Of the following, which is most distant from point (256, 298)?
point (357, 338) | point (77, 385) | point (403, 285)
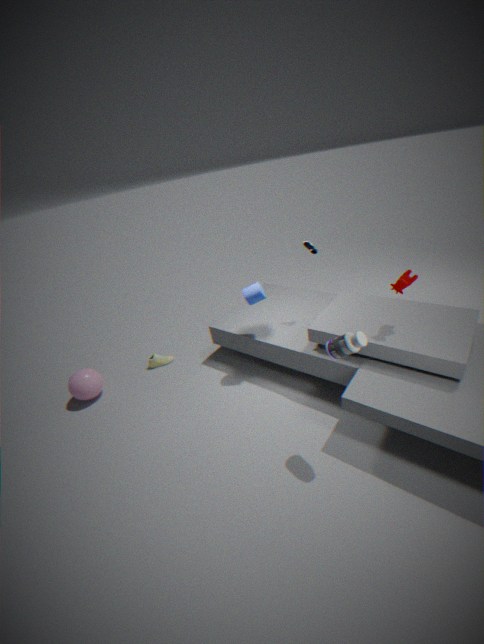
point (77, 385)
